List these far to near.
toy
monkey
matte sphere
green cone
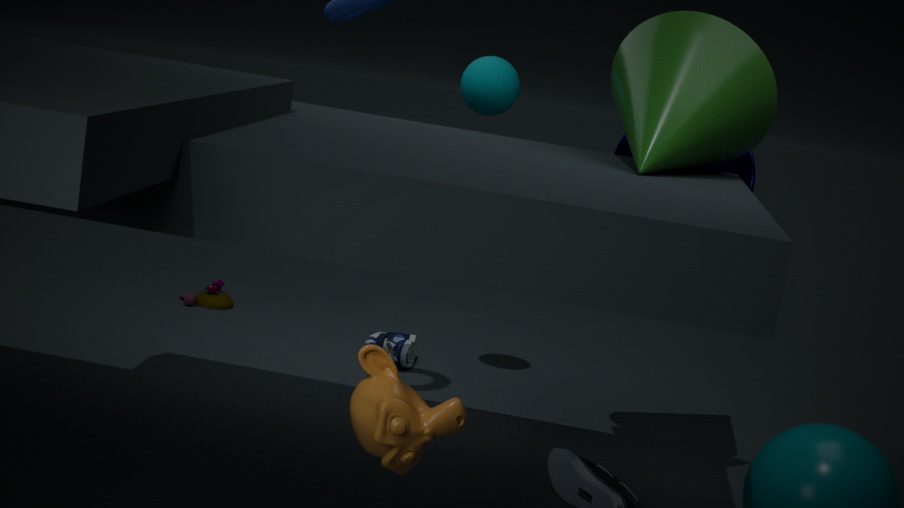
1. toy
2. matte sphere
3. green cone
4. monkey
